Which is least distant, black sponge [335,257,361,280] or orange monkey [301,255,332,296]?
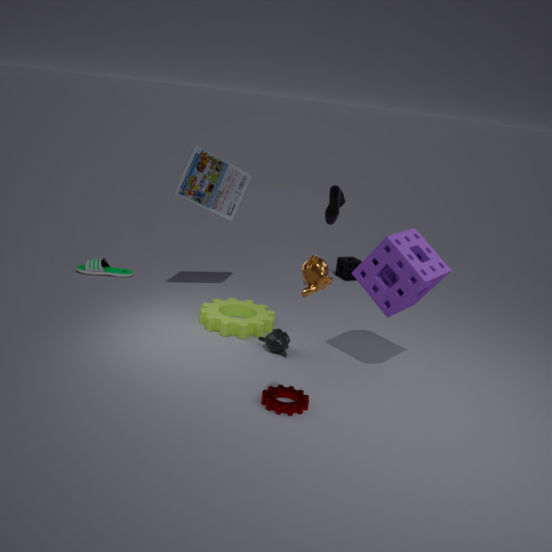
orange monkey [301,255,332,296]
